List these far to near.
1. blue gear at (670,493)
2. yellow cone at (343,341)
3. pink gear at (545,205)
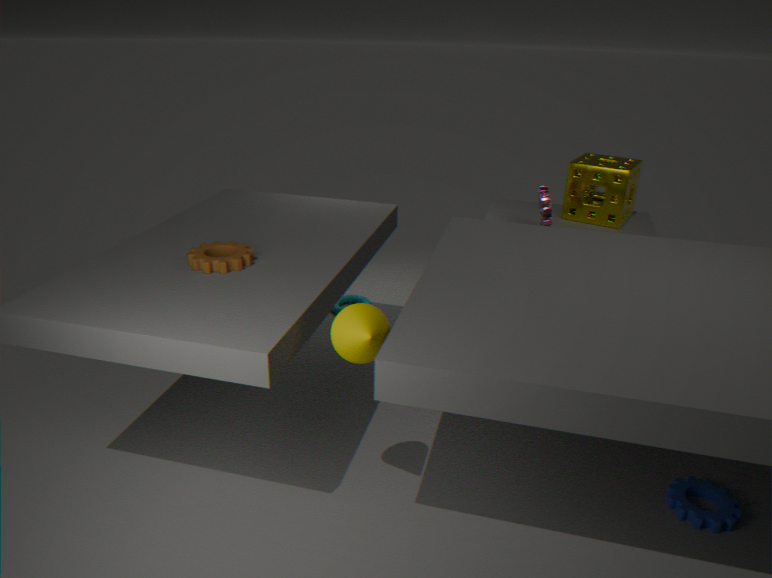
pink gear at (545,205), blue gear at (670,493), yellow cone at (343,341)
